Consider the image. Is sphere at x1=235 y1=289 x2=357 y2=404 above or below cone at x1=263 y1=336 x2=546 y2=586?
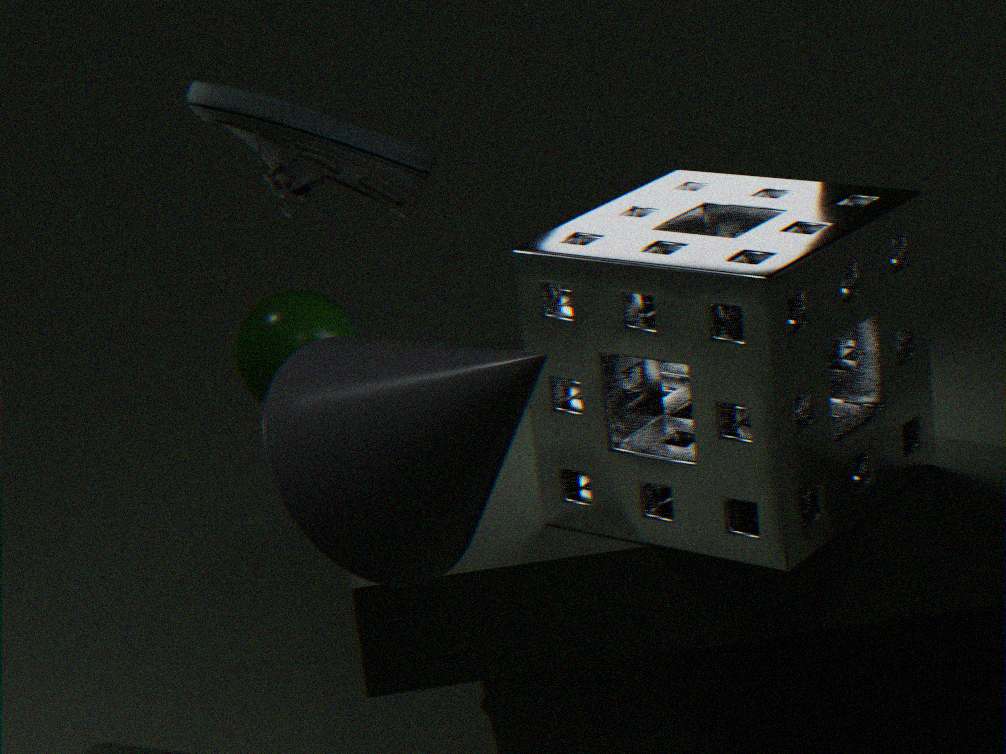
below
